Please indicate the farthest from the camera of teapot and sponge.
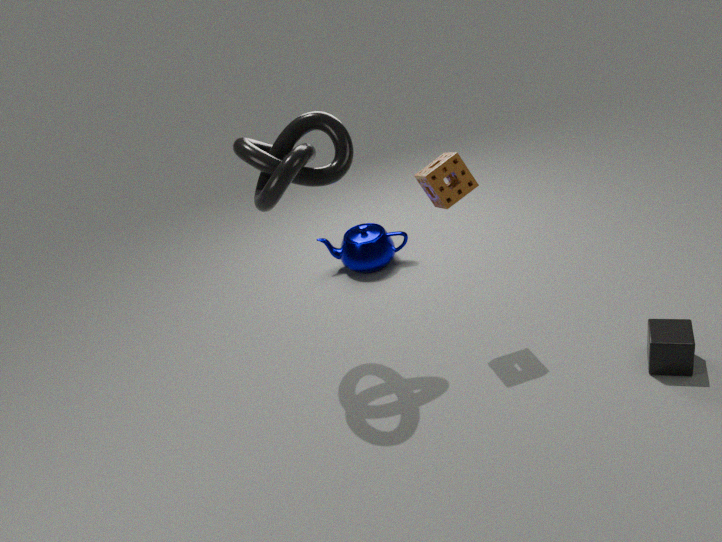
teapot
